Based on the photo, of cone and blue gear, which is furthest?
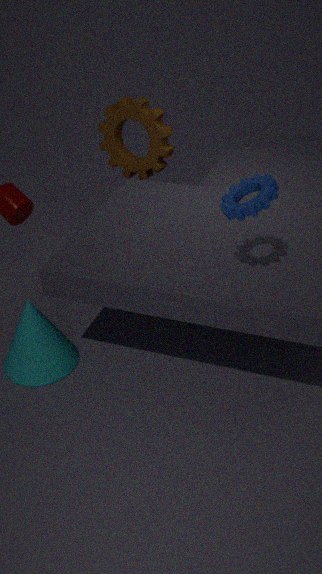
cone
